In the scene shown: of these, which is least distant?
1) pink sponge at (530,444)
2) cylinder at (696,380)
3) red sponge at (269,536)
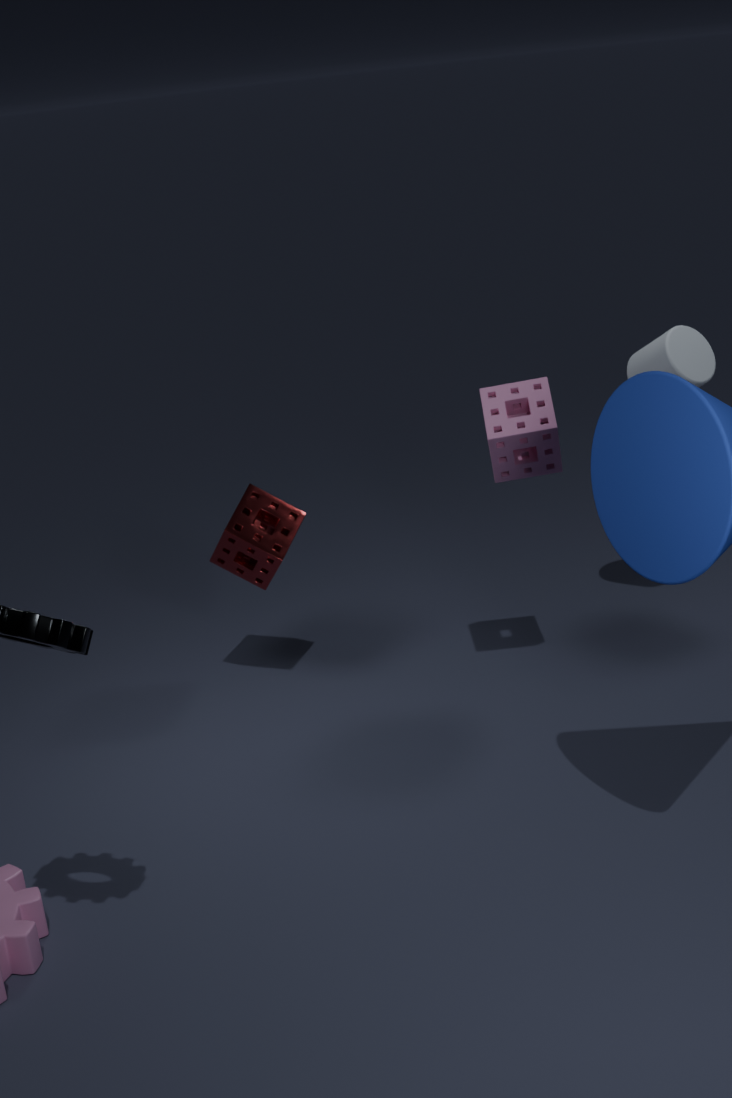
1. pink sponge at (530,444)
